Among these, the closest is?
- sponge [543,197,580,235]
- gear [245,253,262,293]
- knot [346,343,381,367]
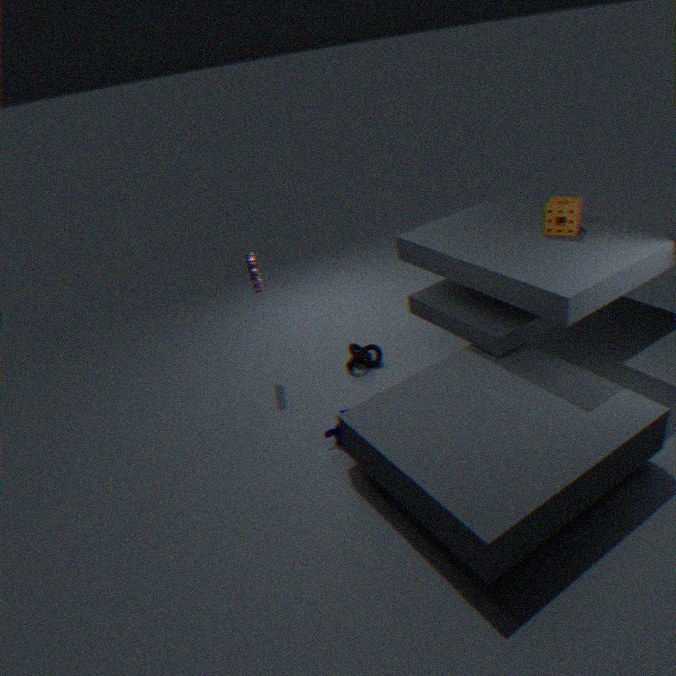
sponge [543,197,580,235]
